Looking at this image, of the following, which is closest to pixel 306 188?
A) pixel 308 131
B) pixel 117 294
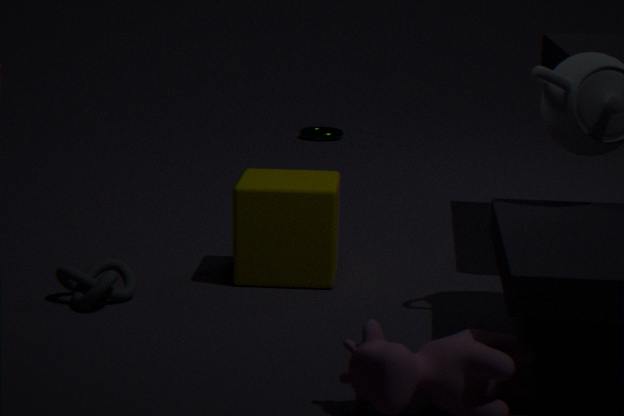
pixel 117 294
